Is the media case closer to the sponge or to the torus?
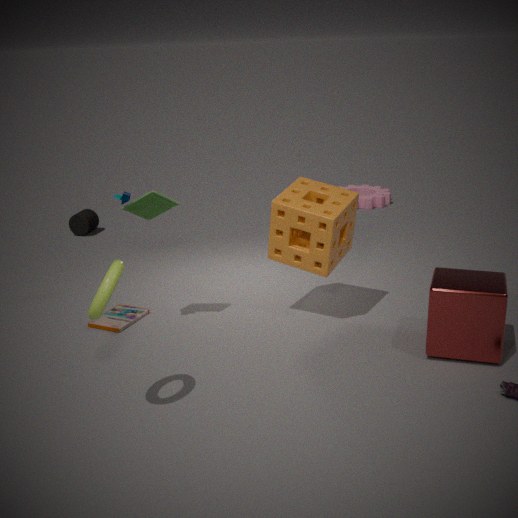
the sponge
